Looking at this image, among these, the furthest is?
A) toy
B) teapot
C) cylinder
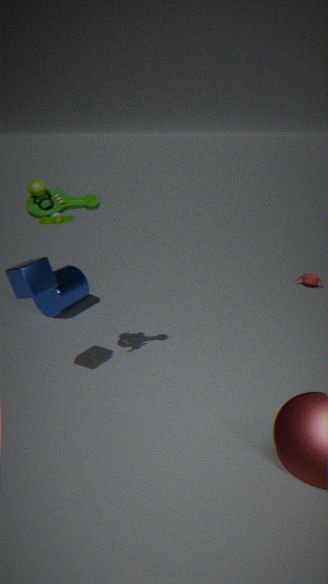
teapot
